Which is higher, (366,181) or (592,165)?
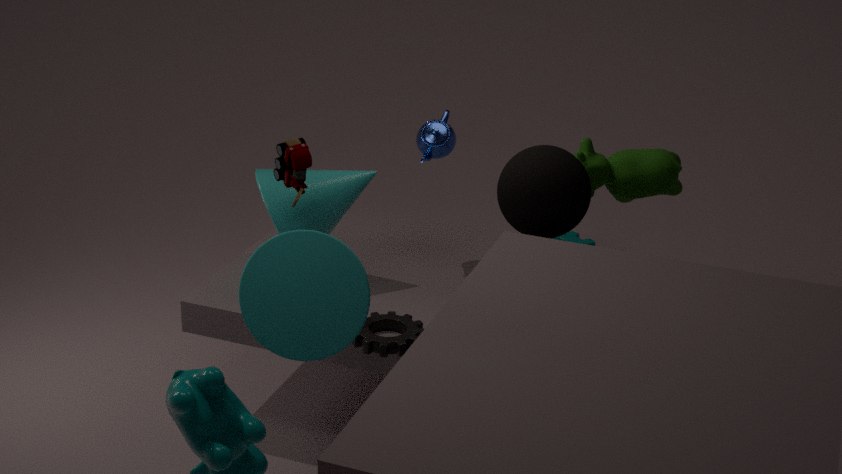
(592,165)
